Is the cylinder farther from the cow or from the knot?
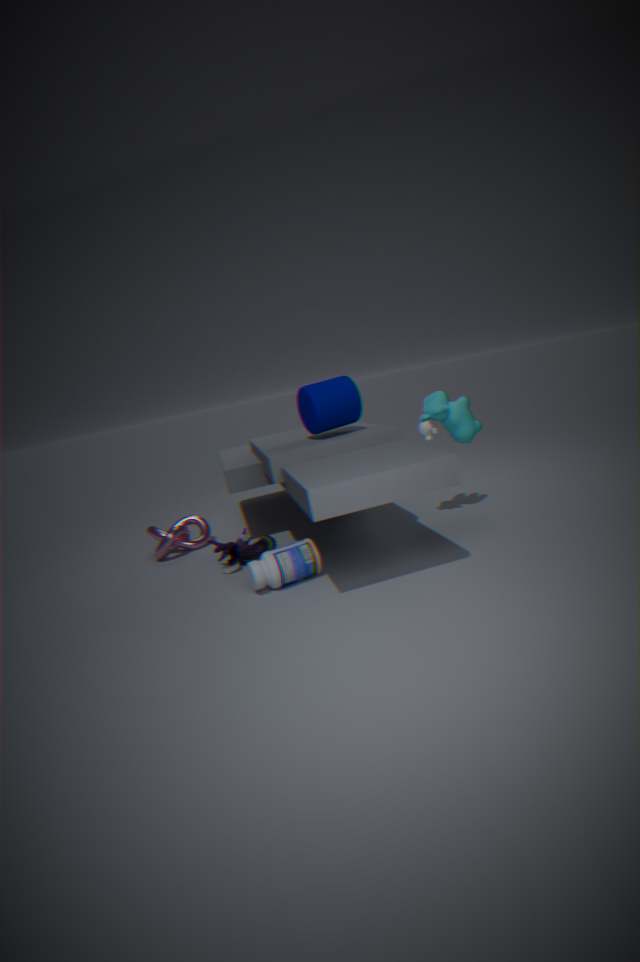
the knot
